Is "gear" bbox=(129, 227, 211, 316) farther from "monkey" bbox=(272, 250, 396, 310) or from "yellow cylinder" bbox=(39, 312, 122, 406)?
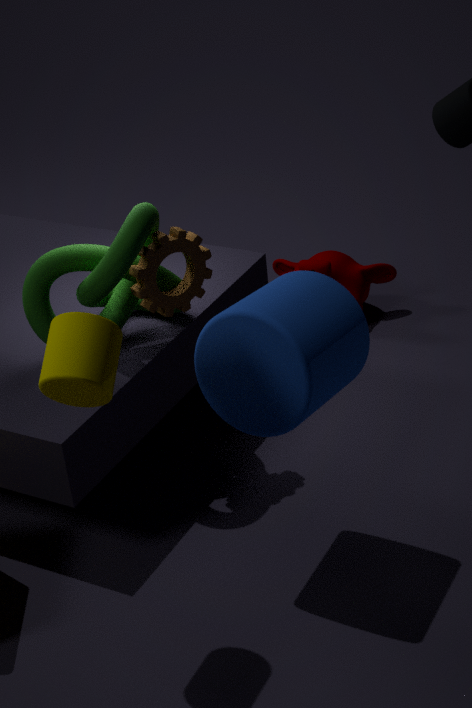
"monkey" bbox=(272, 250, 396, 310)
